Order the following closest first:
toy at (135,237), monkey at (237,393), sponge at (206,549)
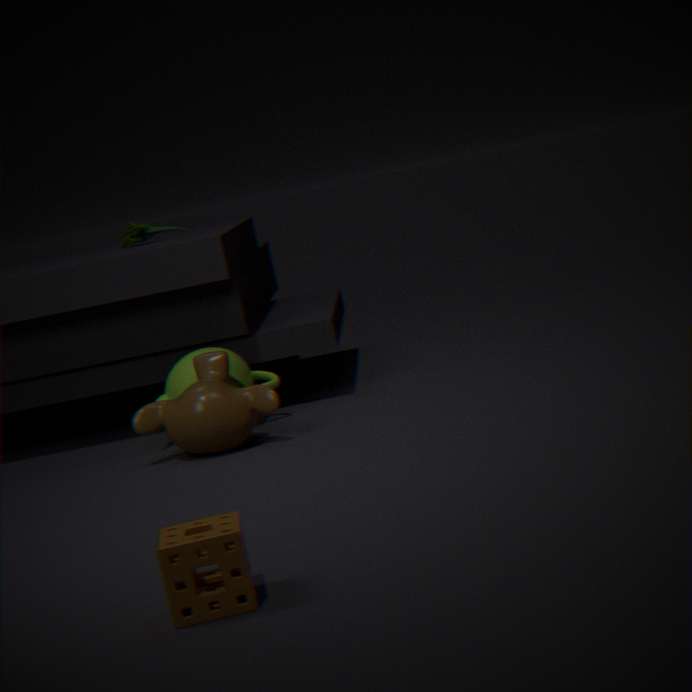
1. sponge at (206,549)
2. monkey at (237,393)
3. toy at (135,237)
